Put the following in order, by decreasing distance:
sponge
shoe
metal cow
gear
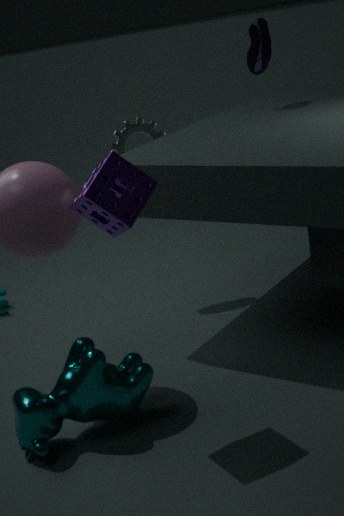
shoe, gear, metal cow, sponge
